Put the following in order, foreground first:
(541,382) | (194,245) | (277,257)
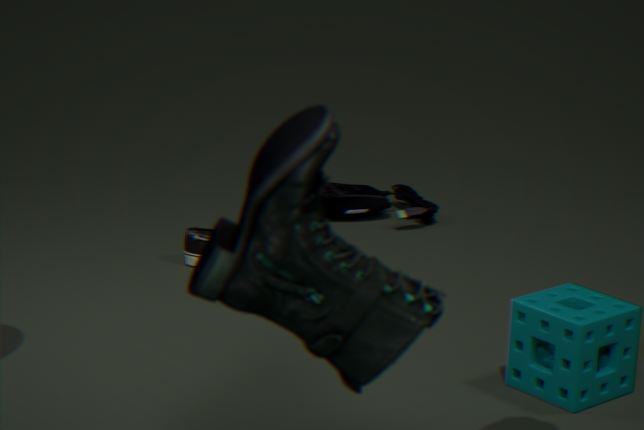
(277,257) → (541,382) → (194,245)
